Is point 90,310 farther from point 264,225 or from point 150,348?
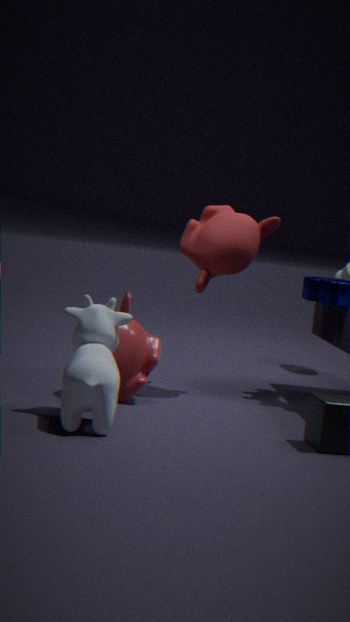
point 264,225
